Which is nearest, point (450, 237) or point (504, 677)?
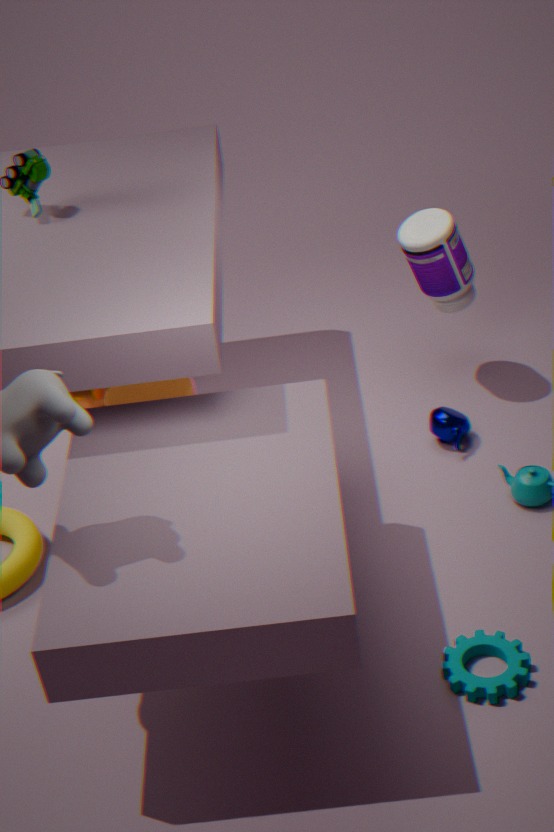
point (504, 677)
